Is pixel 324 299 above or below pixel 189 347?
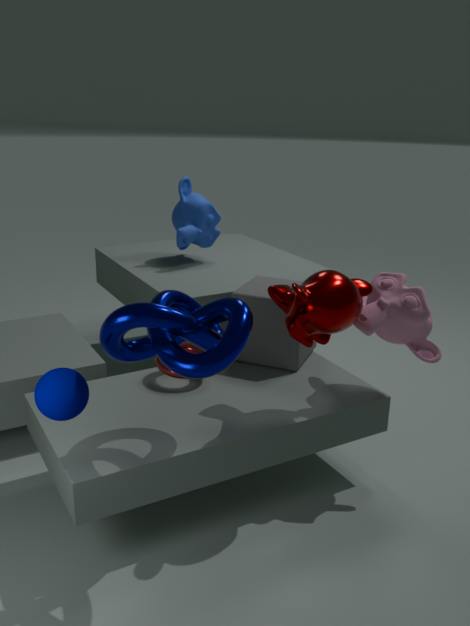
above
